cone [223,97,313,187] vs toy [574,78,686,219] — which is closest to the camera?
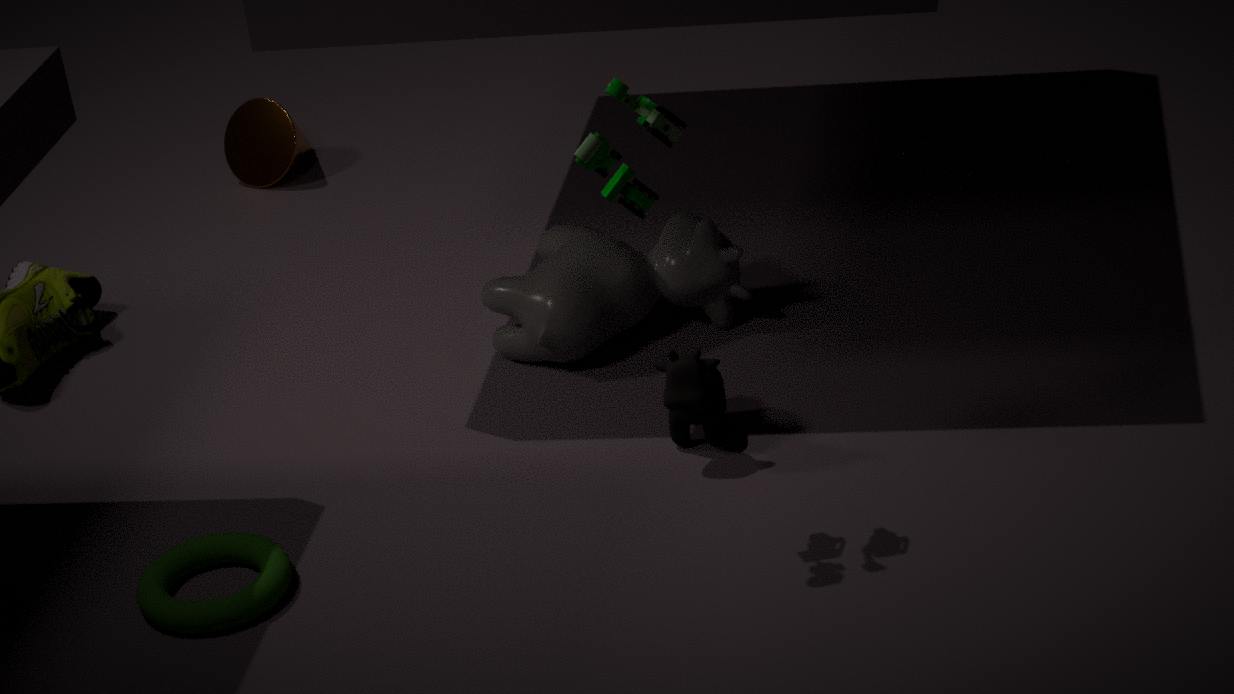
toy [574,78,686,219]
